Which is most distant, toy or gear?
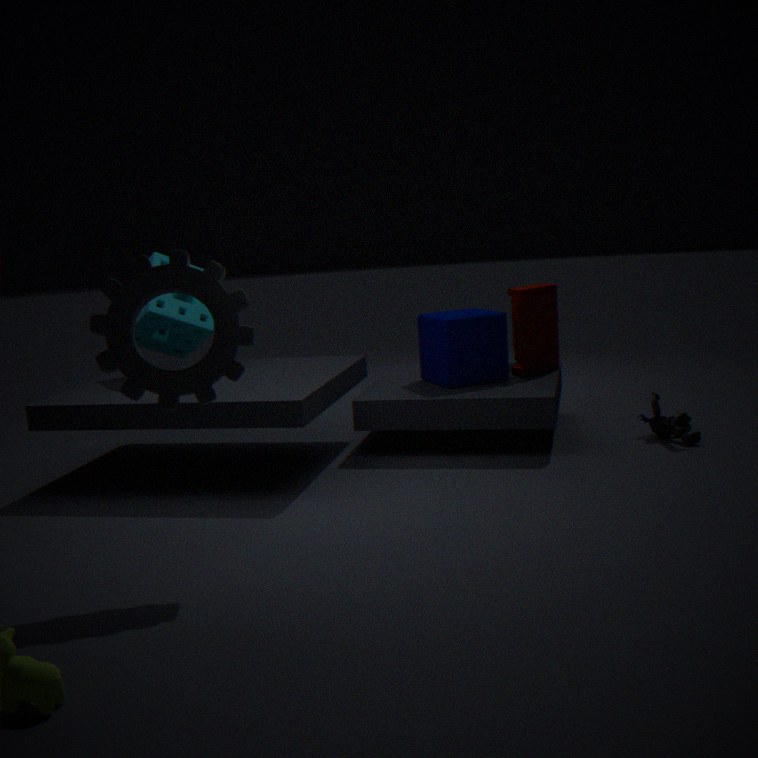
toy
